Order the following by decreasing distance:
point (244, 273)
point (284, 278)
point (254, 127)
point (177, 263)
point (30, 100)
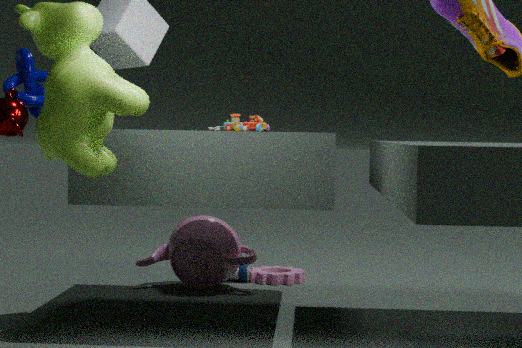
point (244, 273) → point (284, 278) → point (177, 263) → point (30, 100) → point (254, 127)
